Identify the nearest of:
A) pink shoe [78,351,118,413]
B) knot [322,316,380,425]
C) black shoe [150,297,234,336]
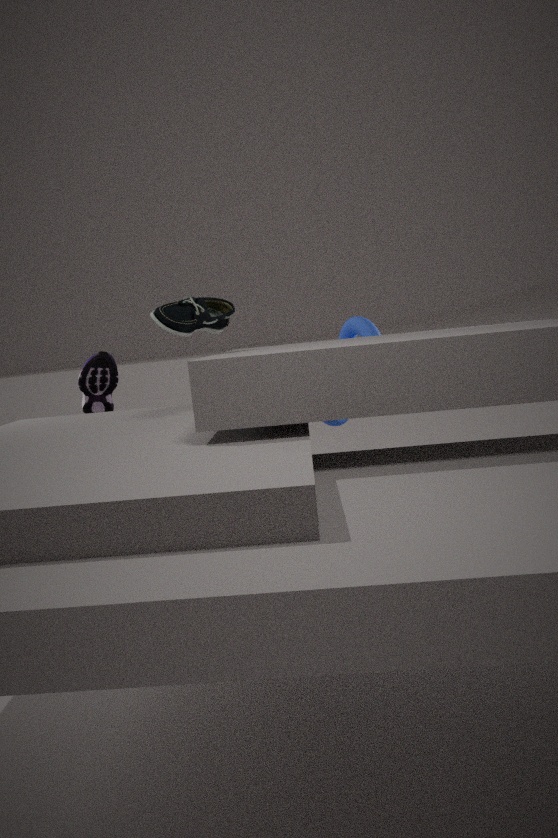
black shoe [150,297,234,336]
